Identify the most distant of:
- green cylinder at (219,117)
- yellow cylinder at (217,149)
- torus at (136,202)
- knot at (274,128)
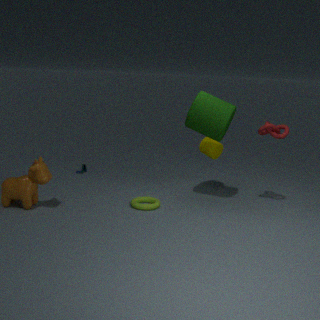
yellow cylinder at (217,149)
